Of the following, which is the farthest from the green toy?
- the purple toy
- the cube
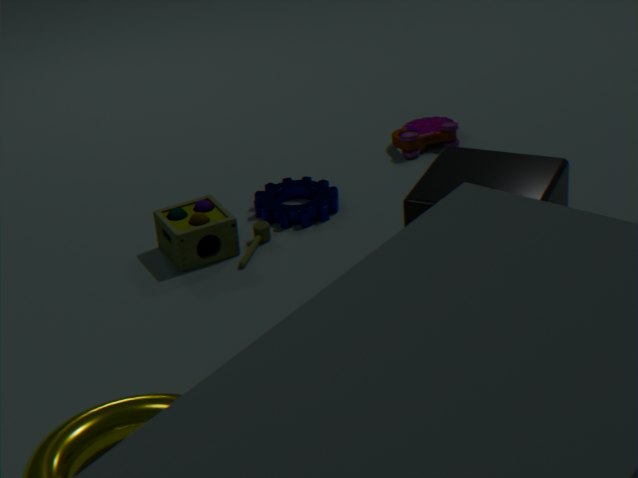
the purple toy
